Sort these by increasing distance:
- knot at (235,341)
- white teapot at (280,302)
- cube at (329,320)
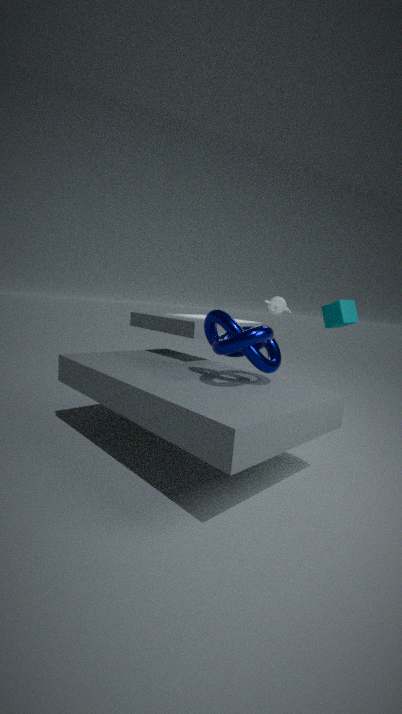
knot at (235,341) < cube at (329,320) < white teapot at (280,302)
